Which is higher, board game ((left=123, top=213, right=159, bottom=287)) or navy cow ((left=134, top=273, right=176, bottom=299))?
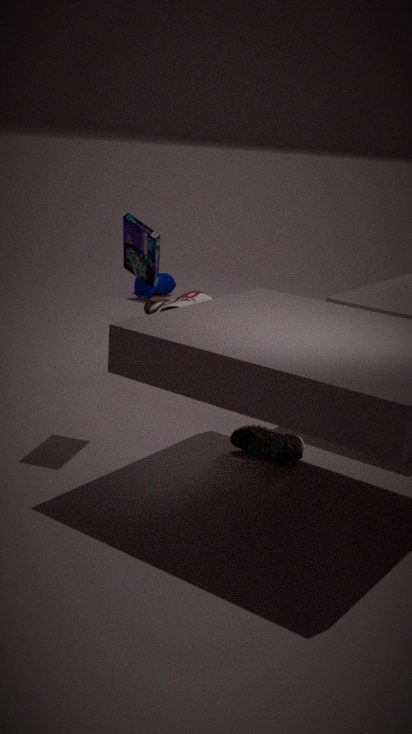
board game ((left=123, top=213, right=159, bottom=287))
